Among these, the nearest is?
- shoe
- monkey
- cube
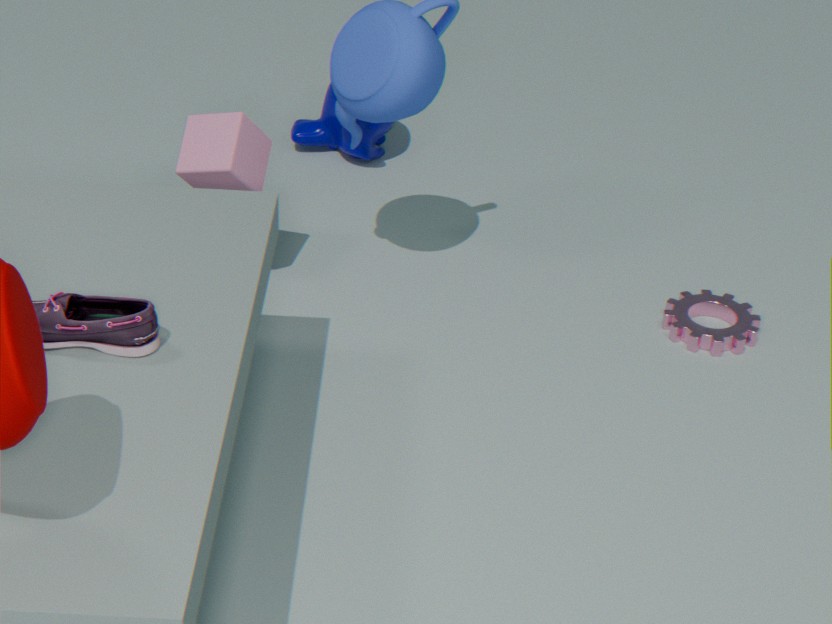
shoe
